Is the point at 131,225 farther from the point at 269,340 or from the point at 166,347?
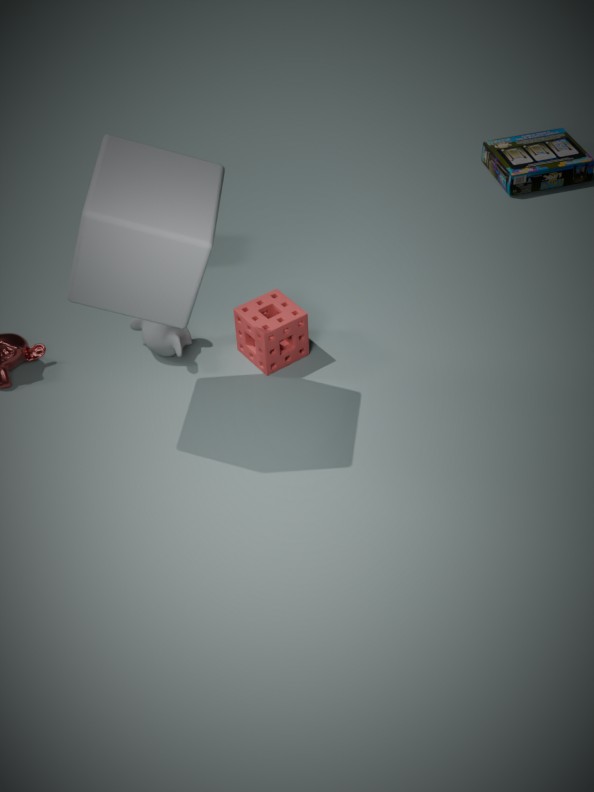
the point at 269,340
